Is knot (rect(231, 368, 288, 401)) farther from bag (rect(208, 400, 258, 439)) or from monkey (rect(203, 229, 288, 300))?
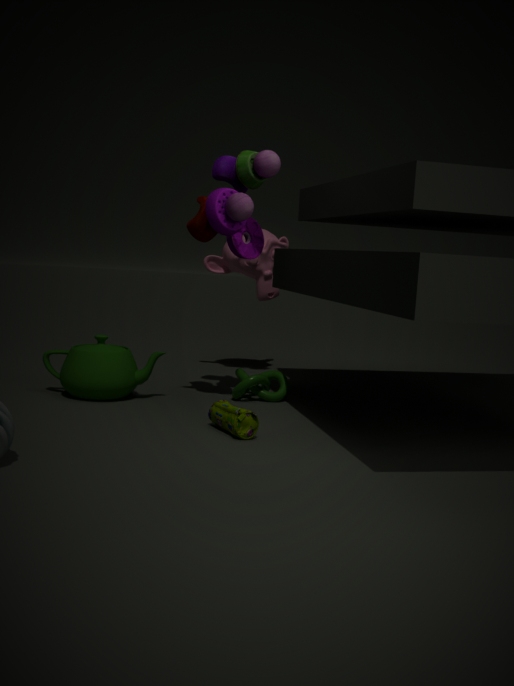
monkey (rect(203, 229, 288, 300))
